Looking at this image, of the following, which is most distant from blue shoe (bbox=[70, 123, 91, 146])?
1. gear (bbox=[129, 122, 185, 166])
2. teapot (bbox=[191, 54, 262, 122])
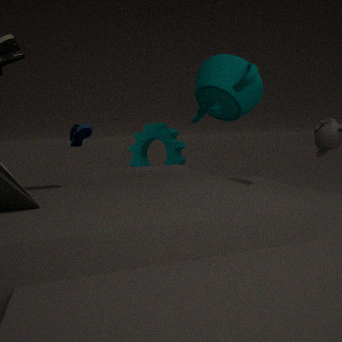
teapot (bbox=[191, 54, 262, 122])
